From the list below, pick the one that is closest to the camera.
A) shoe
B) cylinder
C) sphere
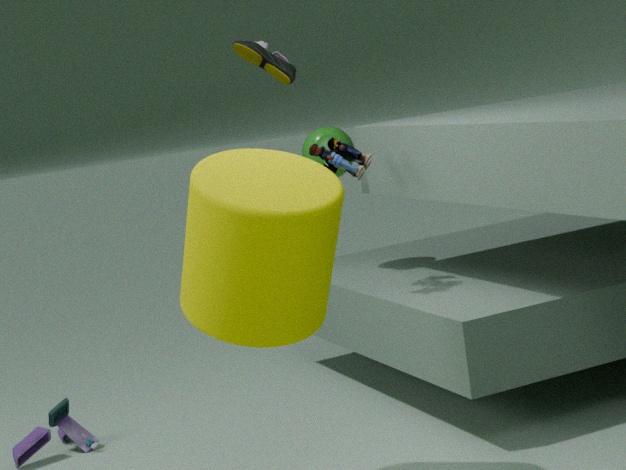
cylinder
